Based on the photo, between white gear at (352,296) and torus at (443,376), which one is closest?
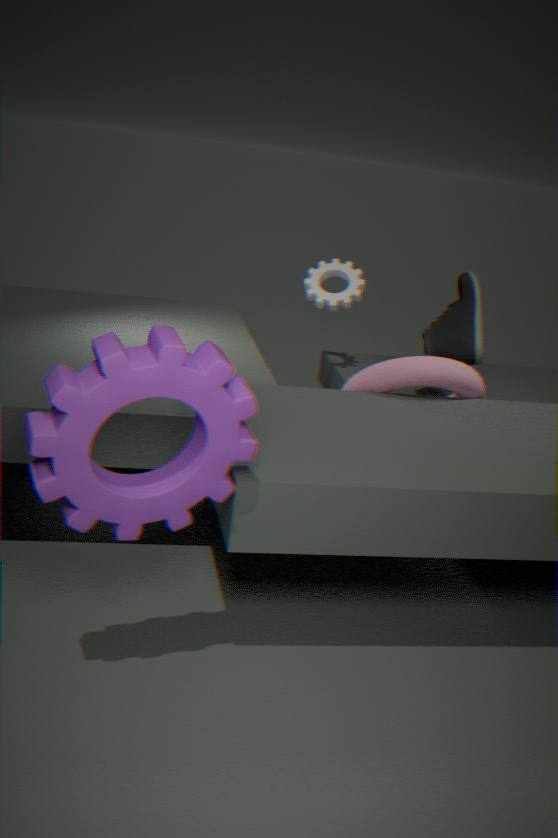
torus at (443,376)
